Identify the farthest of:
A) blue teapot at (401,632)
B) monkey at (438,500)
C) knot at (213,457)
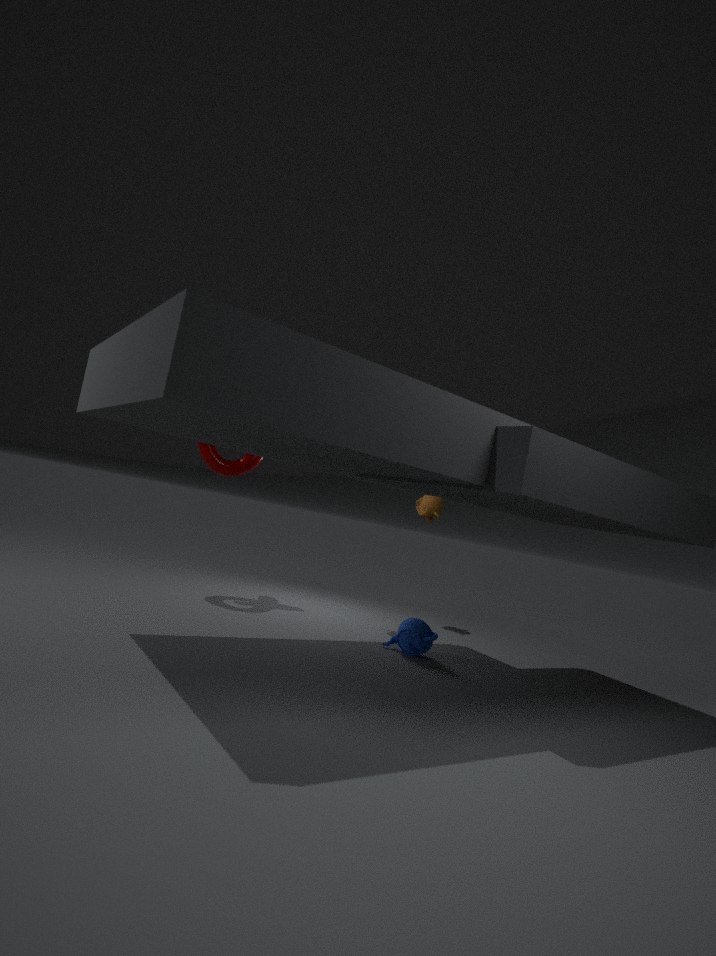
monkey at (438,500)
